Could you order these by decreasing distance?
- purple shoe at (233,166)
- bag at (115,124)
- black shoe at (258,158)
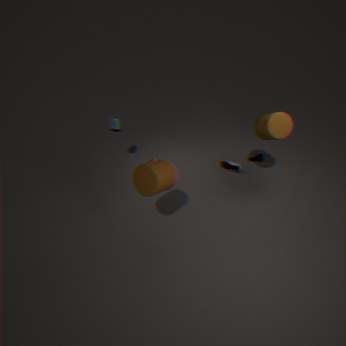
black shoe at (258,158) → purple shoe at (233,166) → bag at (115,124)
